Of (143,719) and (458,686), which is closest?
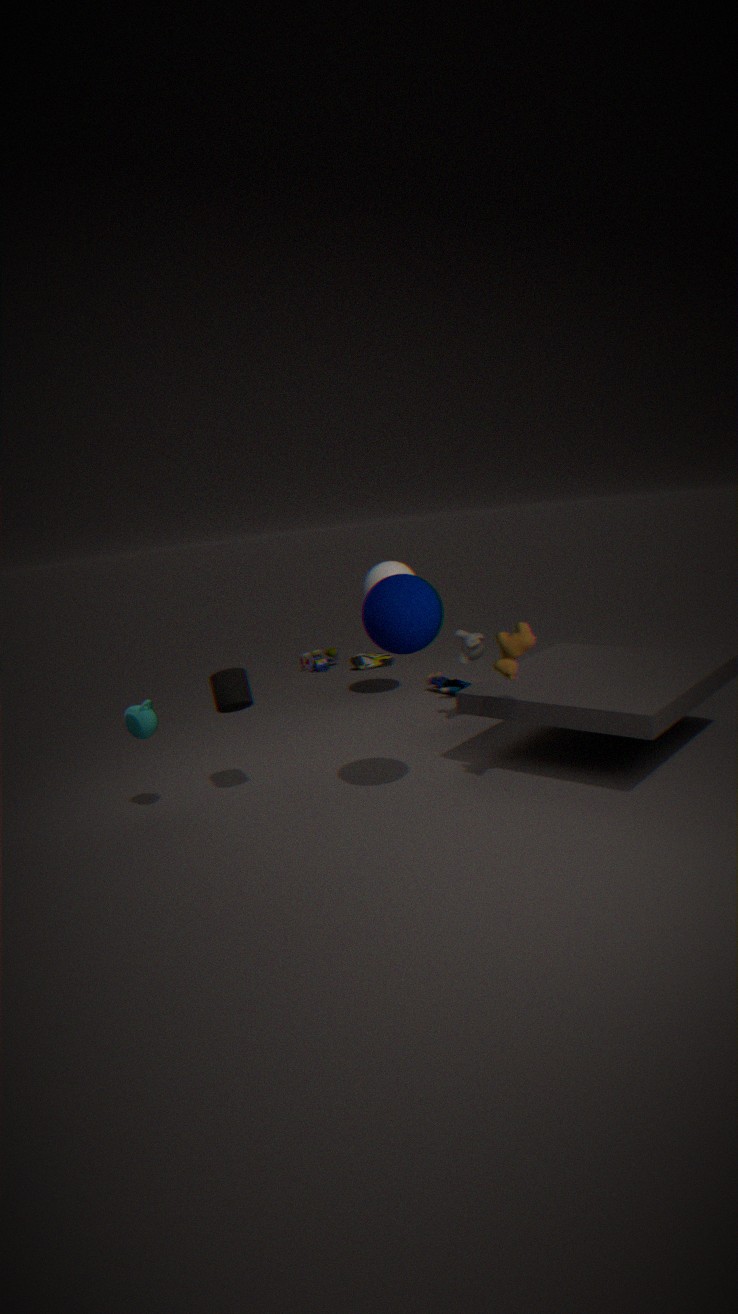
(143,719)
